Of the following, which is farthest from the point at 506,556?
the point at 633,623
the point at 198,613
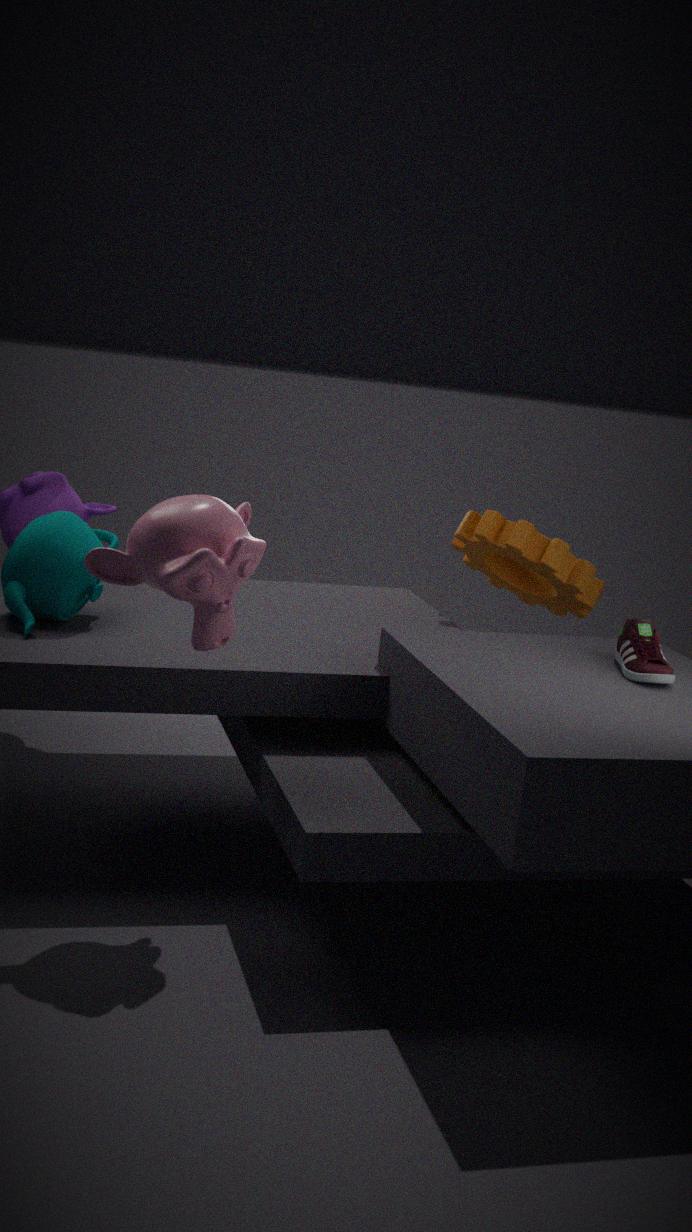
the point at 198,613
